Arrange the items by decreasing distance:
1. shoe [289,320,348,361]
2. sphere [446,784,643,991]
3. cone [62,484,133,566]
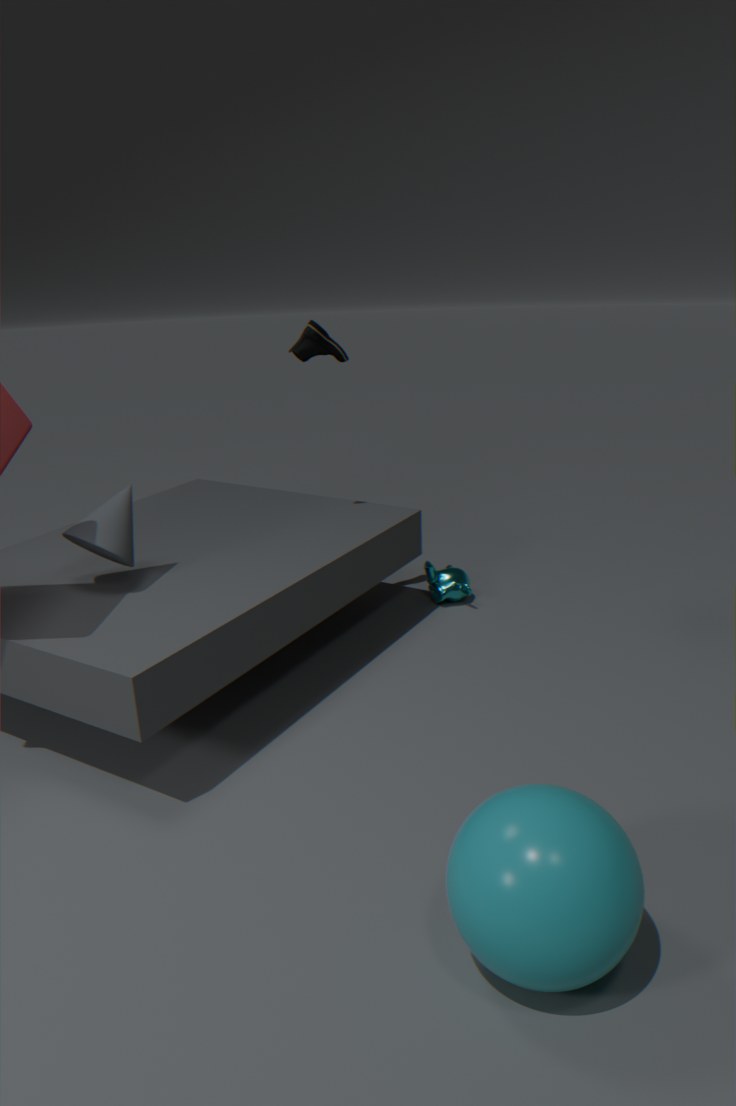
shoe [289,320,348,361]
cone [62,484,133,566]
sphere [446,784,643,991]
